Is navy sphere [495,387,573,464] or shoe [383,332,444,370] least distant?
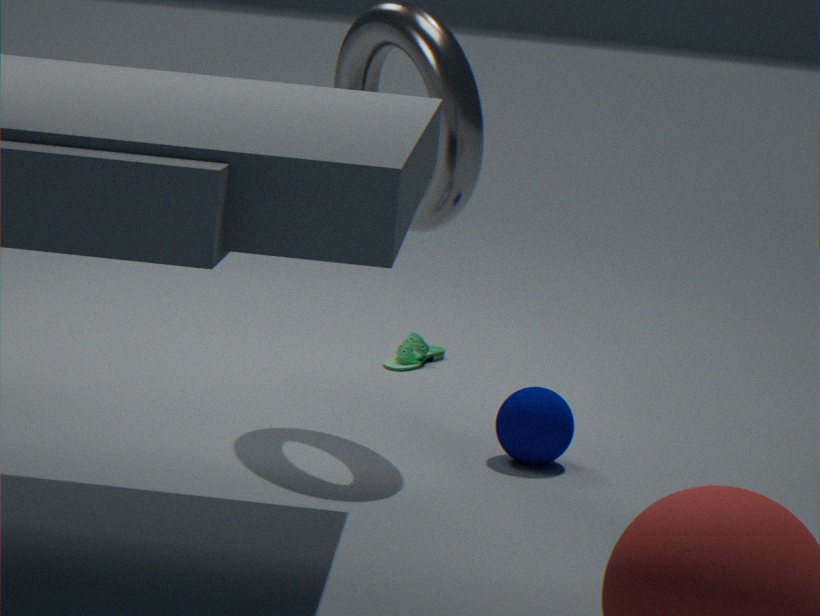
navy sphere [495,387,573,464]
